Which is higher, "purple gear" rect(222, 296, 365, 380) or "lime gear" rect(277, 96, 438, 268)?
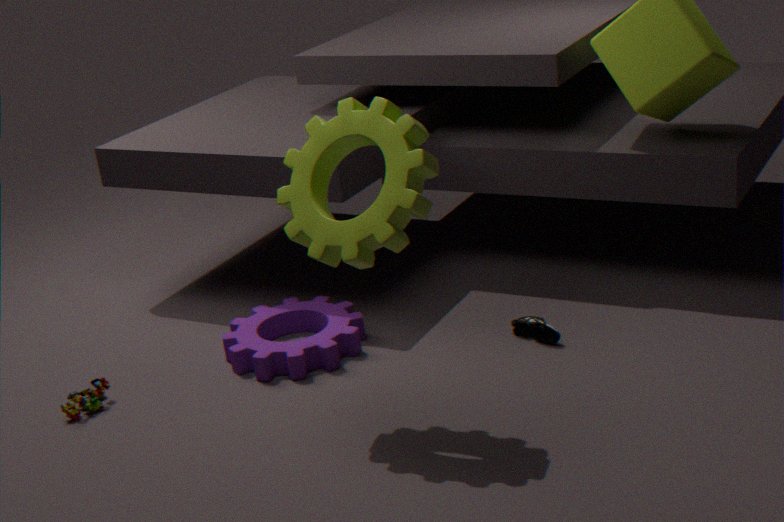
"lime gear" rect(277, 96, 438, 268)
